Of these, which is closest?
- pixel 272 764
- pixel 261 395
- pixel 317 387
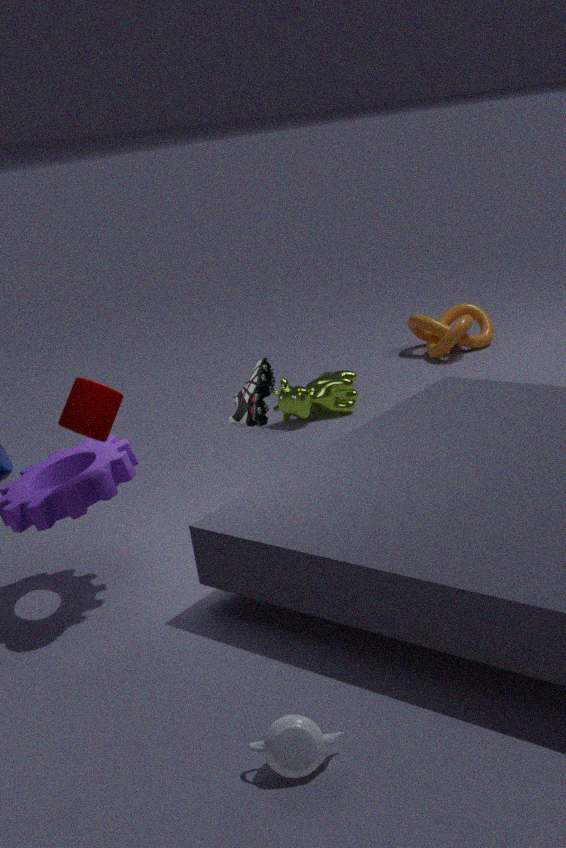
pixel 272 764
